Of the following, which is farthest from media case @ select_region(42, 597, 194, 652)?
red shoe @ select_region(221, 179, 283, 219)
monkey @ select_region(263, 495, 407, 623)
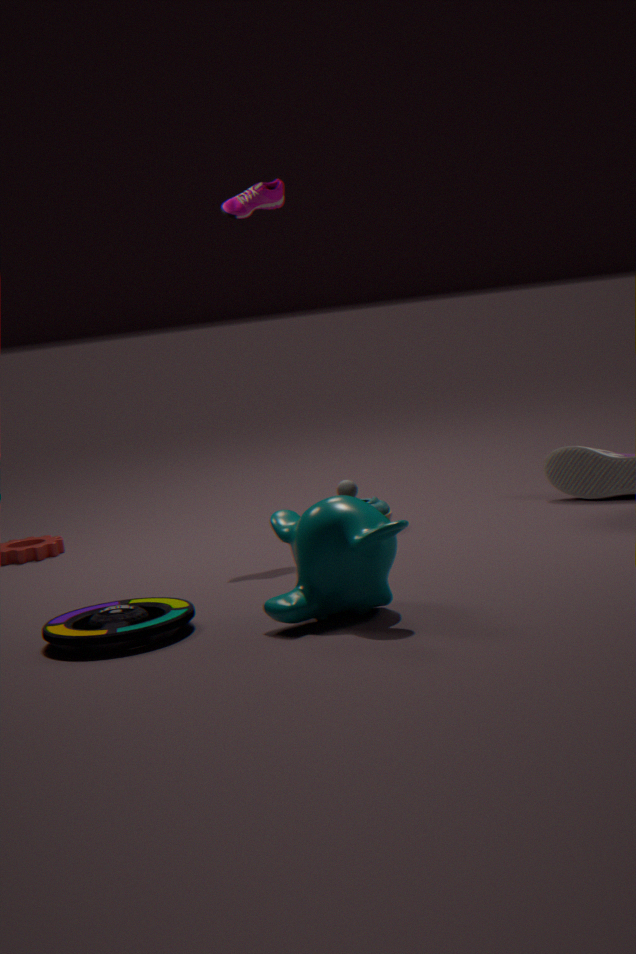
red shoe @ select_region(221, 179, 283, 219)
